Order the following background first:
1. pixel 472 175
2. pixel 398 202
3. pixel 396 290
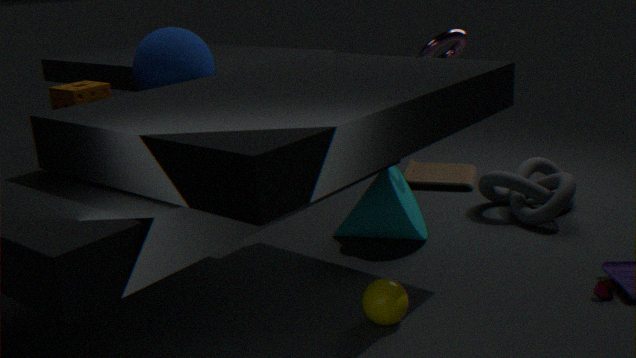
pixel 472 175, pixel 398 202, pixel 396 290
